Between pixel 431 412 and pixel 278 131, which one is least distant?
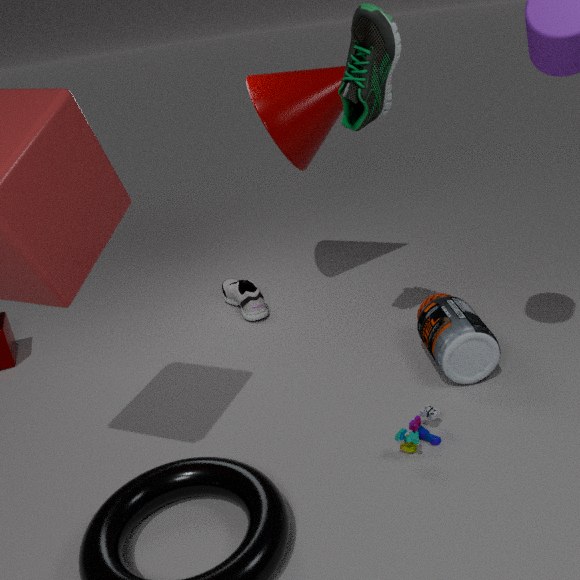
pixel 431 412
